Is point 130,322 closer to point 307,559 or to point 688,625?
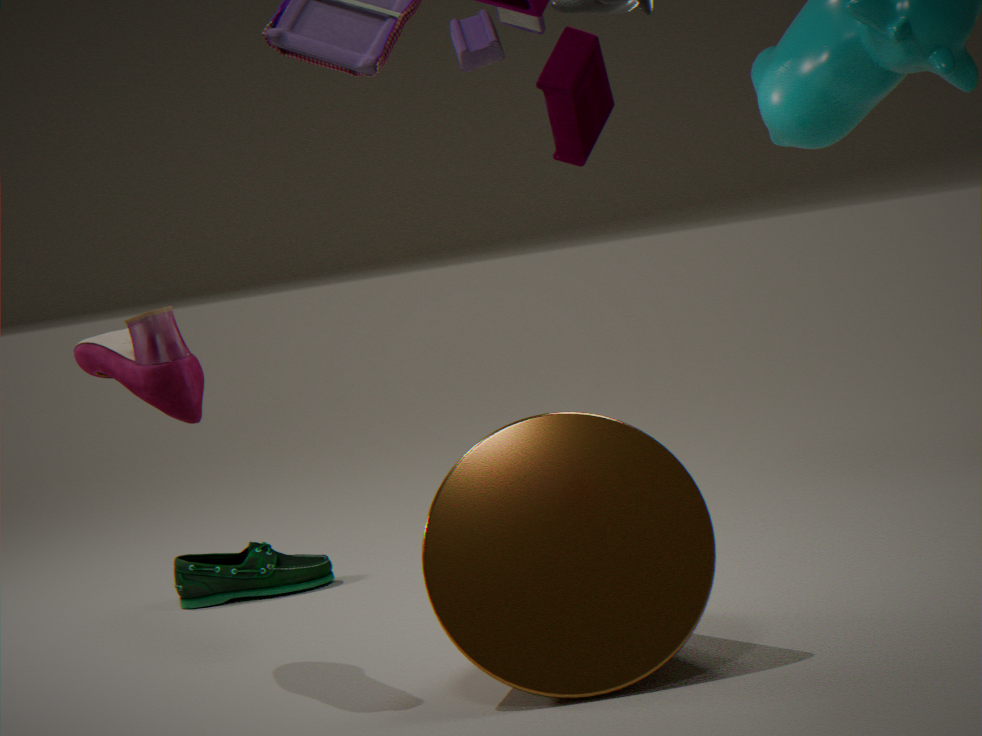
point 688,625
